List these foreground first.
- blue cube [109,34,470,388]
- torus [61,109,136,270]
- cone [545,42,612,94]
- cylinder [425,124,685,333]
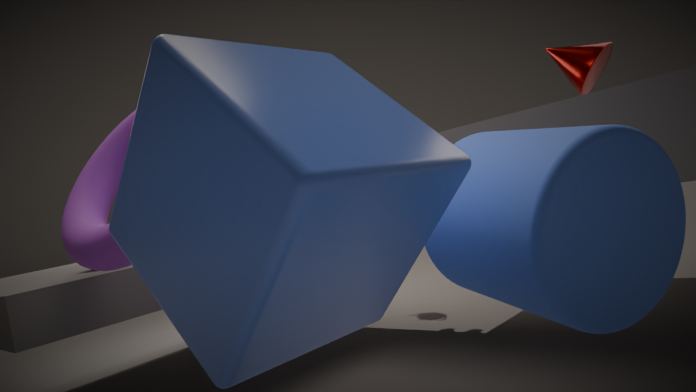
blue cube [109,34,470,388] < cylinder [425,124,685,333] < torus [61,109,136,270] < cone [545,42,612,94]
